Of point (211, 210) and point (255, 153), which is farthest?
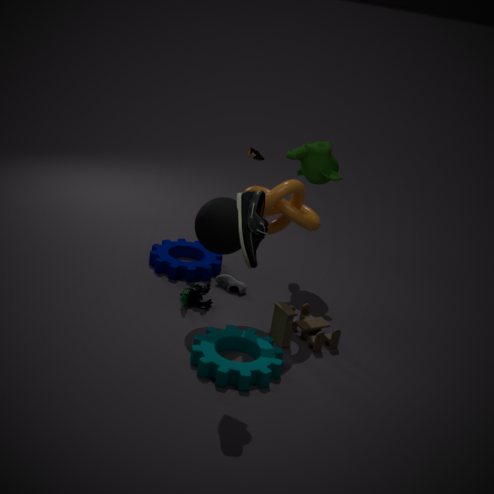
point (255, 153)
